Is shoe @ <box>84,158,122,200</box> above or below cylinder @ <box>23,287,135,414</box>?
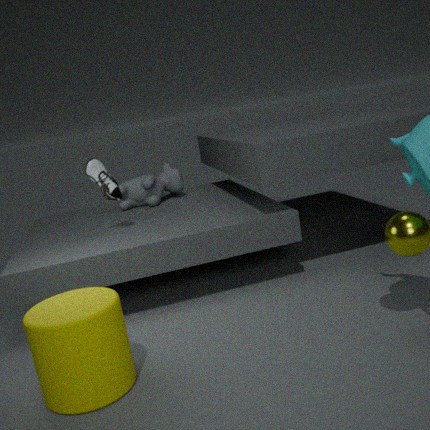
above
